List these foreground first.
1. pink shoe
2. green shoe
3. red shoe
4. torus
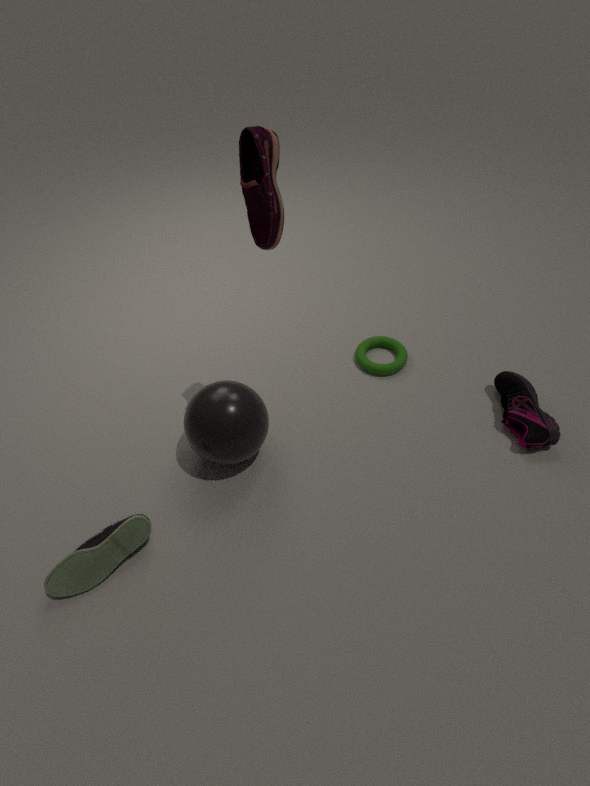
red shoe < green shoe < pink shoe < torus
